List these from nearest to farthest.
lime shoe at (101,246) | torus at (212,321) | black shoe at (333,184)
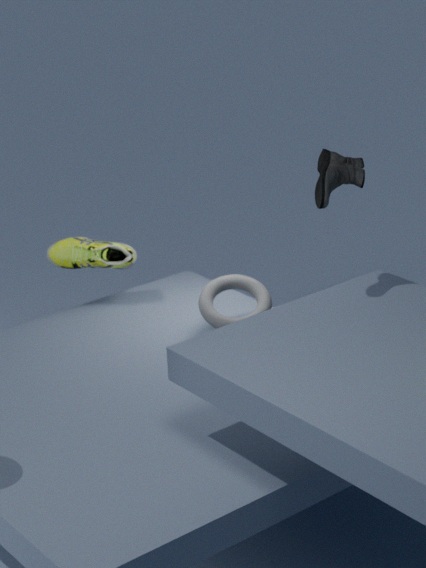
black shoe at (333,184), torus at (212,321), lime shoe at (101,246)
